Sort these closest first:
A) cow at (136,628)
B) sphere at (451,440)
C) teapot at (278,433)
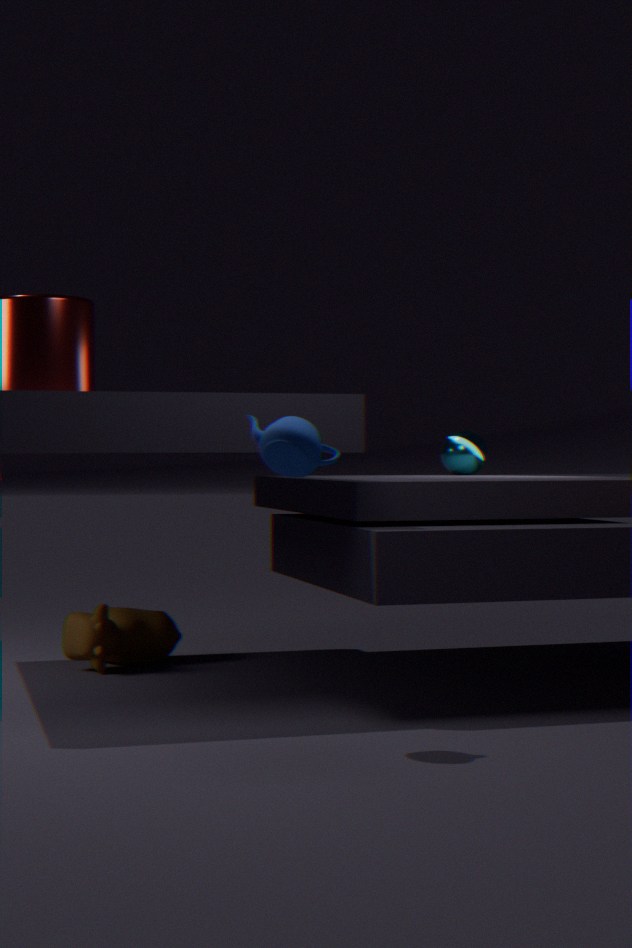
1. teapot at (278,433)
2. cow at (136,628)
3. sphere at (451,440)
